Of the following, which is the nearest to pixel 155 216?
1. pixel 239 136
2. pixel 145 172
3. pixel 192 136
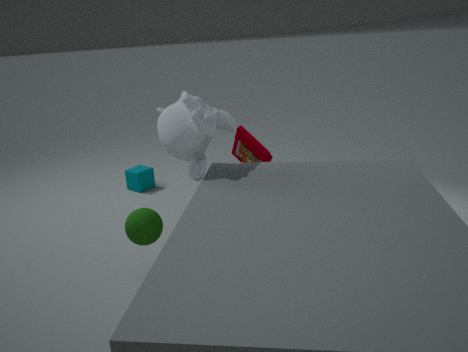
pixel 192 136
